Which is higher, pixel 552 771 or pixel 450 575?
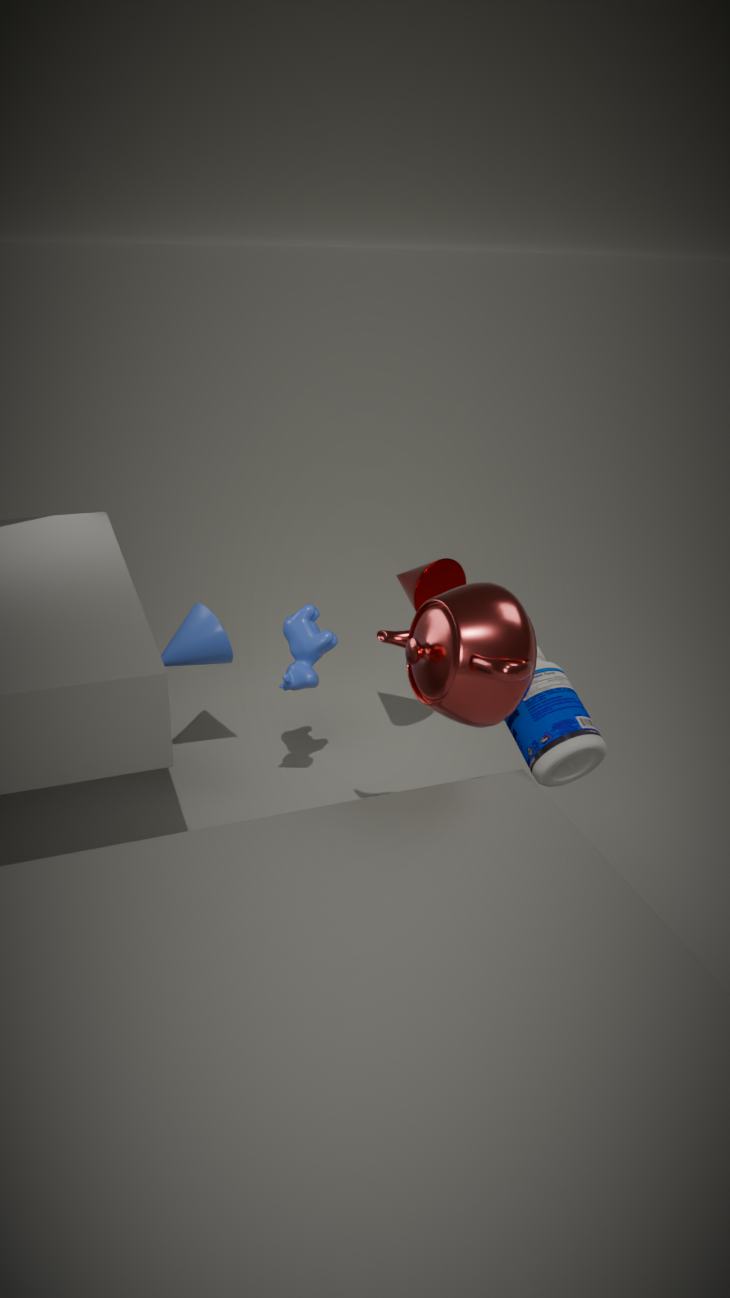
pixel 450 575
